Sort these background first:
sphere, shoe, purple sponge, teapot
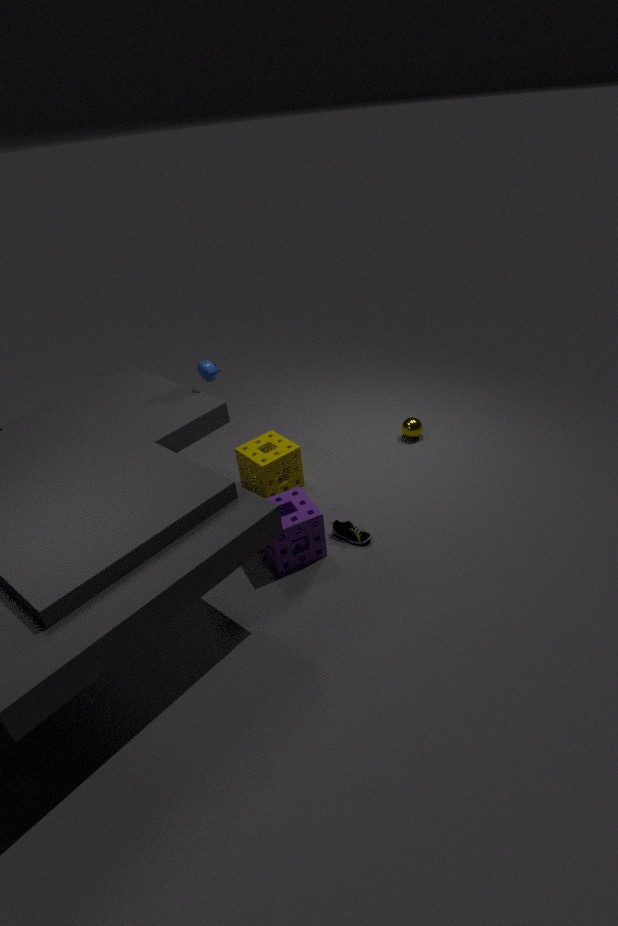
sphere < teapot < shoe < purple sponge
